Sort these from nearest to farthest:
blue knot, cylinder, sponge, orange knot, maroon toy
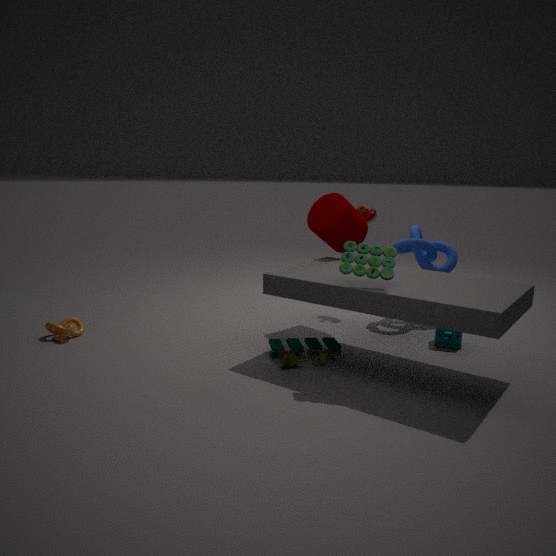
sponge
orange knot
cylinder
blue knot
maroon toy
